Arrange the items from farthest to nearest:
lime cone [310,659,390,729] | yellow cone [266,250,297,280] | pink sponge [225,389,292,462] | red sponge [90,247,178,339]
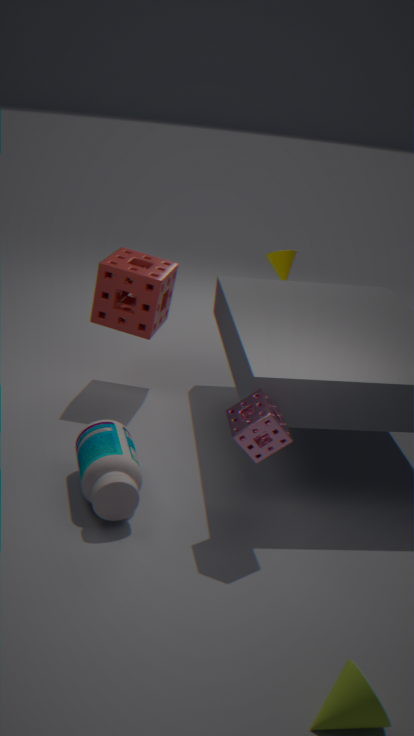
yellow cone [266,250,297,280]
red sponge [90,247,178,339]
pink sponge [225,389,292,462]
lime cone [310,659,390,729]
